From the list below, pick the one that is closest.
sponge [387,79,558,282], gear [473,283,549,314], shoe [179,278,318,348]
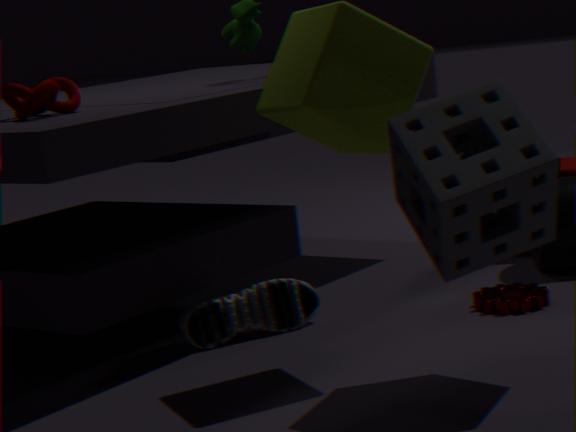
sponge [387,79,558,282]
